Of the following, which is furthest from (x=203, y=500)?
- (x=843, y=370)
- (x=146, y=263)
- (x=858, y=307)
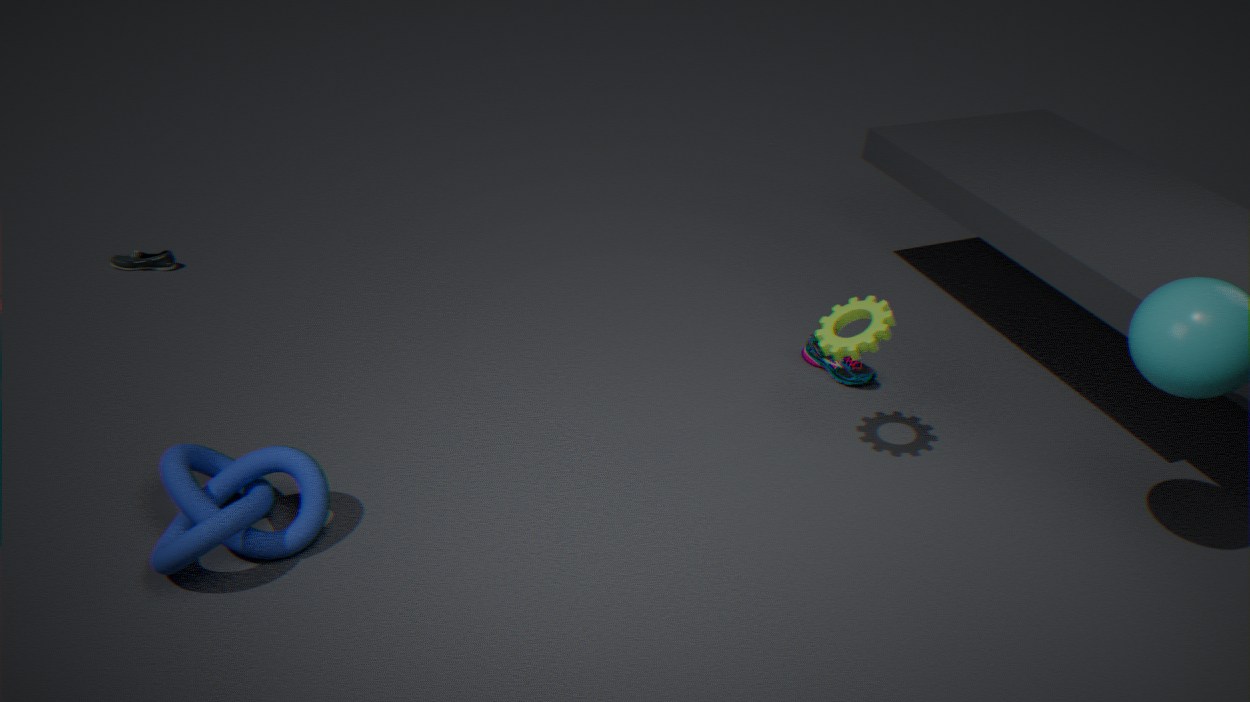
(x=843, y=370)
